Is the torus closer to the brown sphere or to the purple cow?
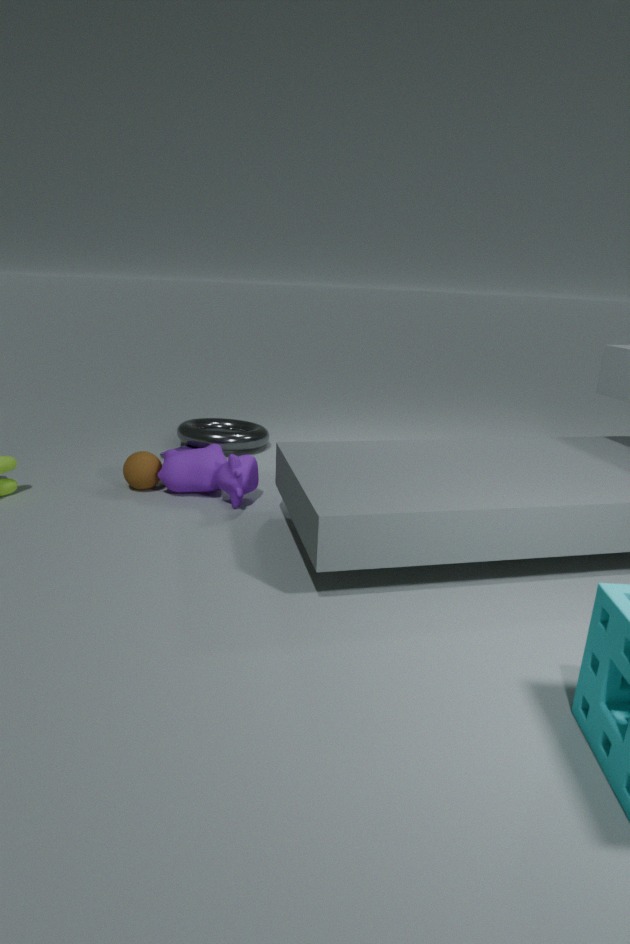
the purple cow
